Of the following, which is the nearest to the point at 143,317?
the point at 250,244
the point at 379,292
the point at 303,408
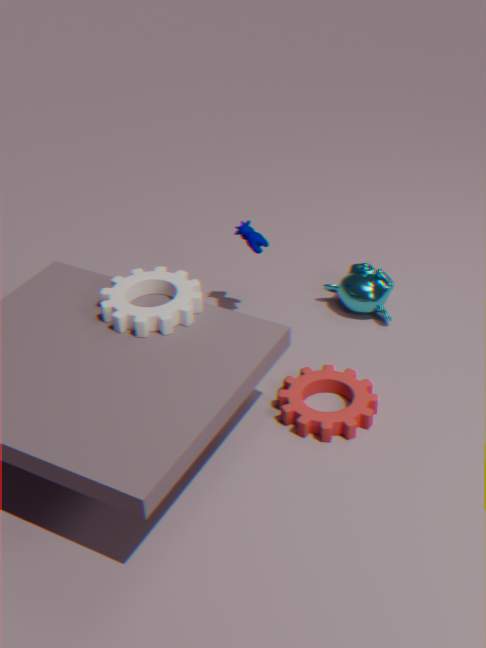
the point at 250,244
